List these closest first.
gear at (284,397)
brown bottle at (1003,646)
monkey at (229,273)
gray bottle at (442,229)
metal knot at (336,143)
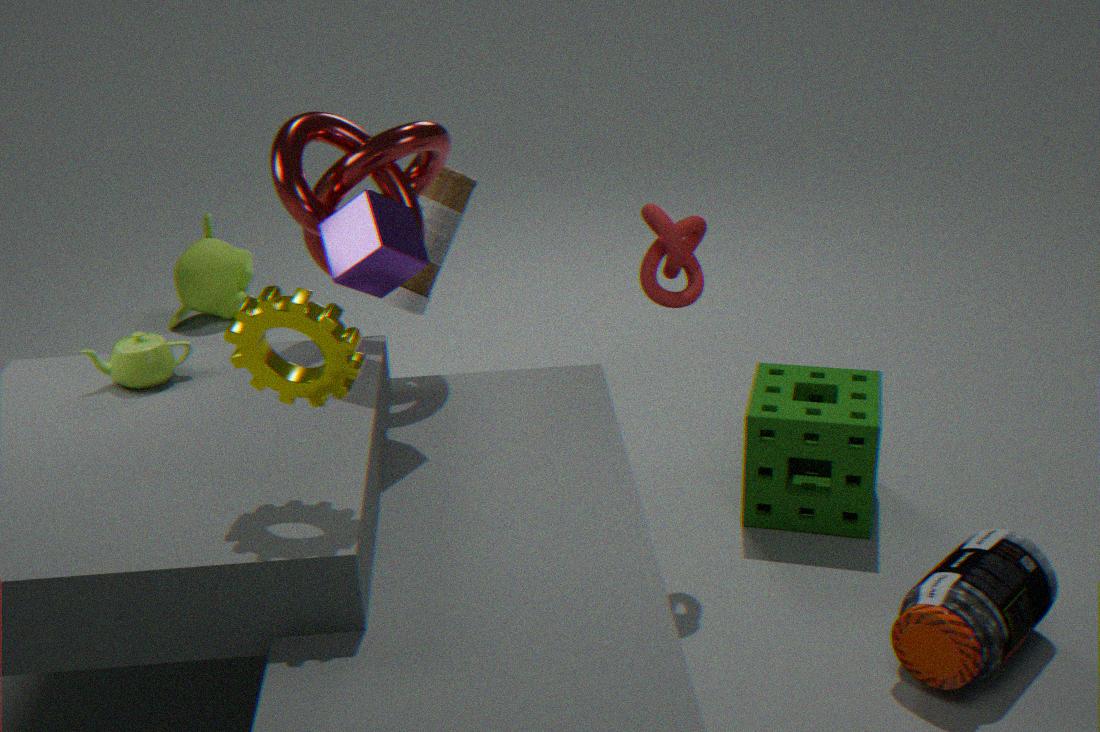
gear at (284,397)
brown bottle at (1003,646)
metal knot at (336,143)
gray bottle at (442,229)
monkey at (229,273)
